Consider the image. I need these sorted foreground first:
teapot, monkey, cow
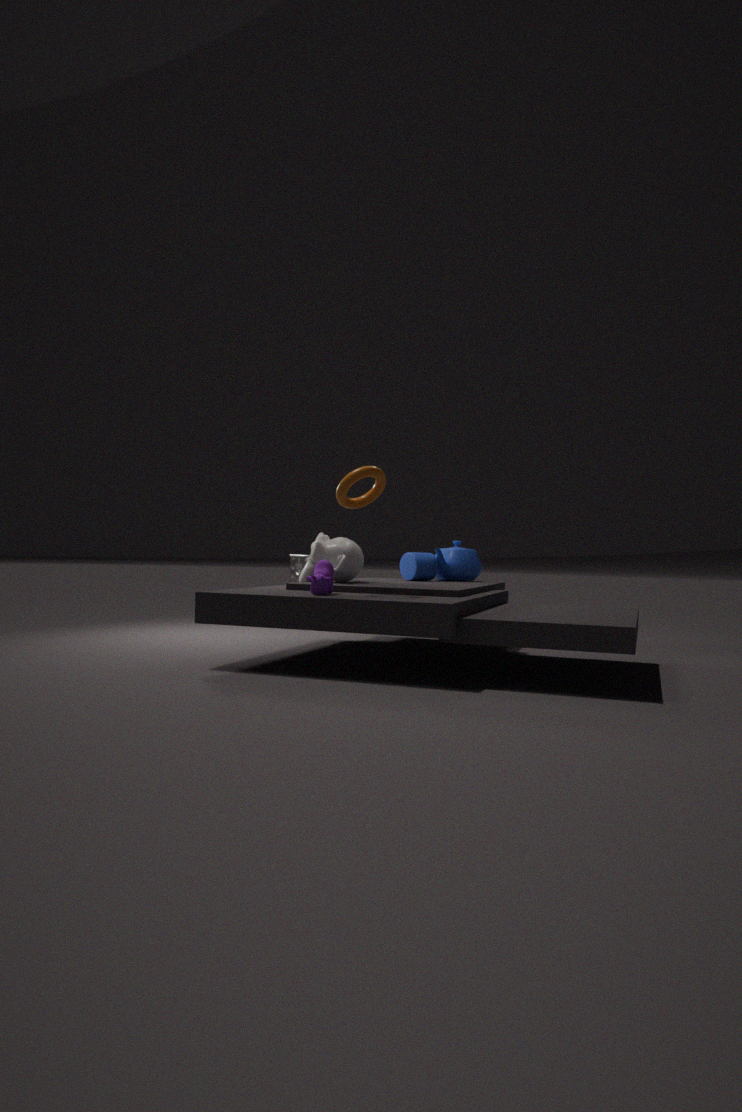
cow < monkey < teapot
